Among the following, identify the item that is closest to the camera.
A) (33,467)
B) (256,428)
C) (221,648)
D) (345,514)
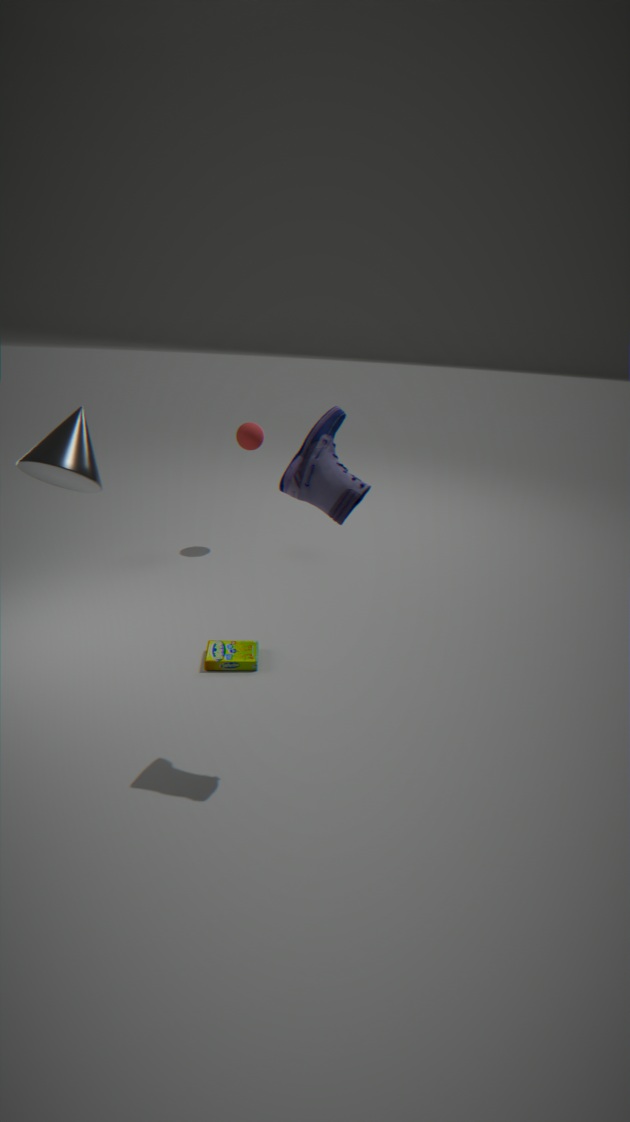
(33,467)
